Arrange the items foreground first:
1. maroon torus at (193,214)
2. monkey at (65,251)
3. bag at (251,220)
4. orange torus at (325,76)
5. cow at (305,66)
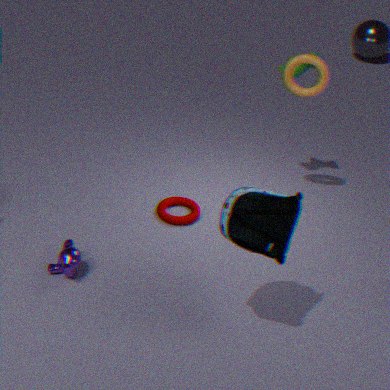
1. bag at (251,220)
2. monkey at (65,251)
3. orange torus at (325,76)
4. maroon torus at (193,214)
5. cow at (305,66)
